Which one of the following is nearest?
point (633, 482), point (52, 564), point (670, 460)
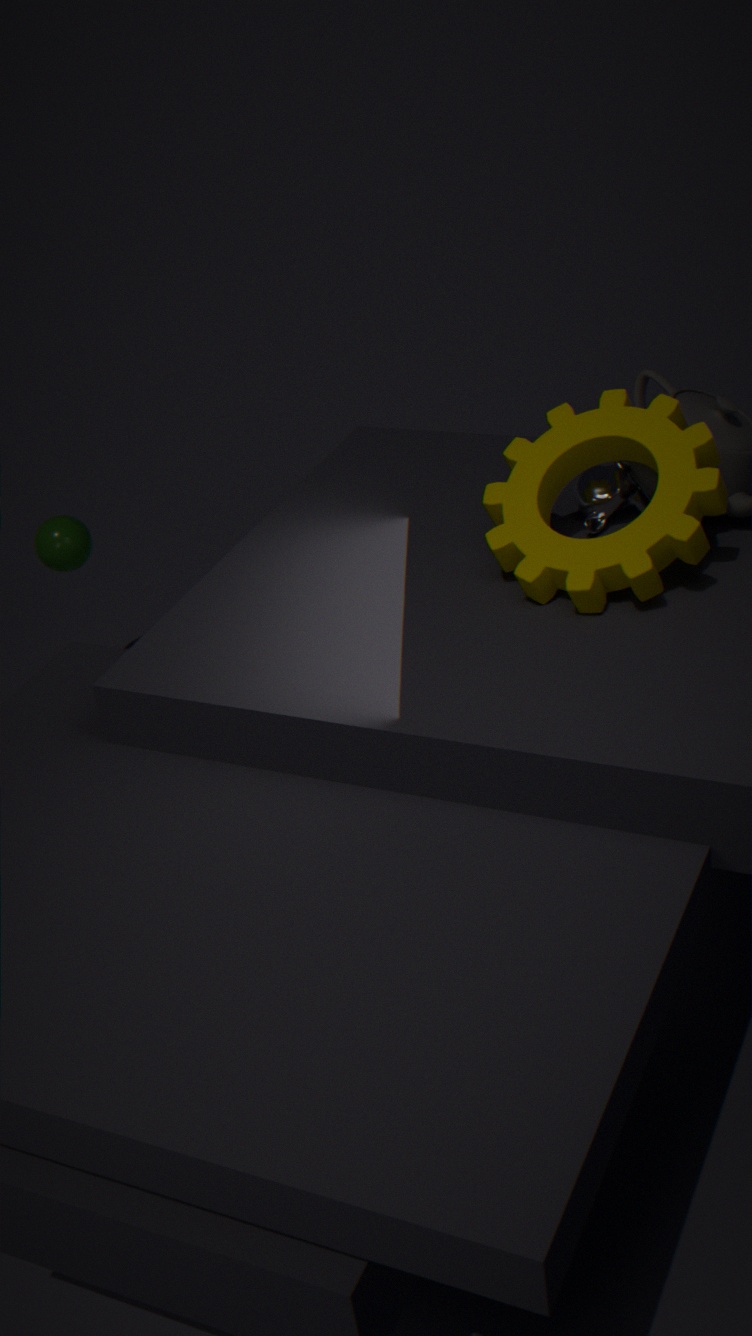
point (670, 460)
